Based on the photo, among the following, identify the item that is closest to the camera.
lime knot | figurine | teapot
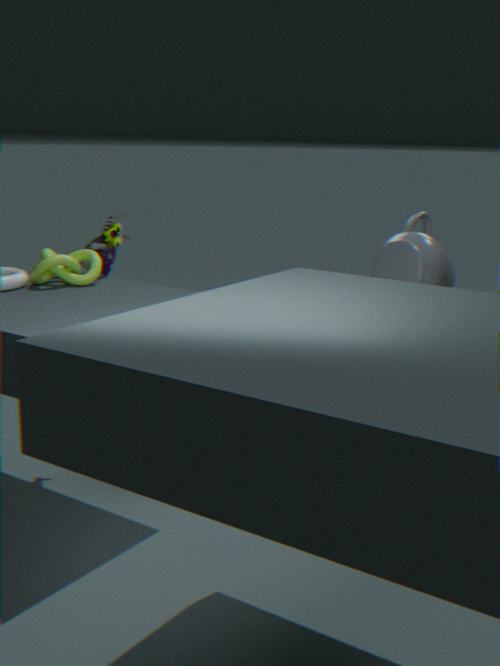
teapot
